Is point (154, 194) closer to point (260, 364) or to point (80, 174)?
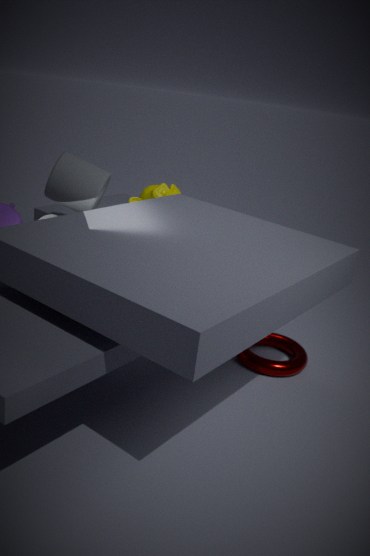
point (80, 174)
